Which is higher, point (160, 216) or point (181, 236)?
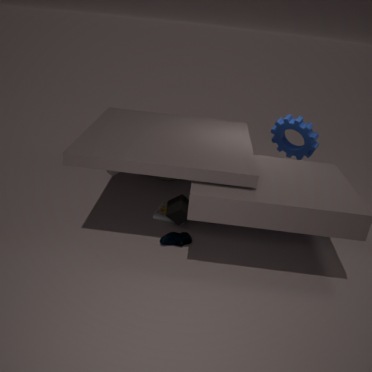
point (181, 236)
